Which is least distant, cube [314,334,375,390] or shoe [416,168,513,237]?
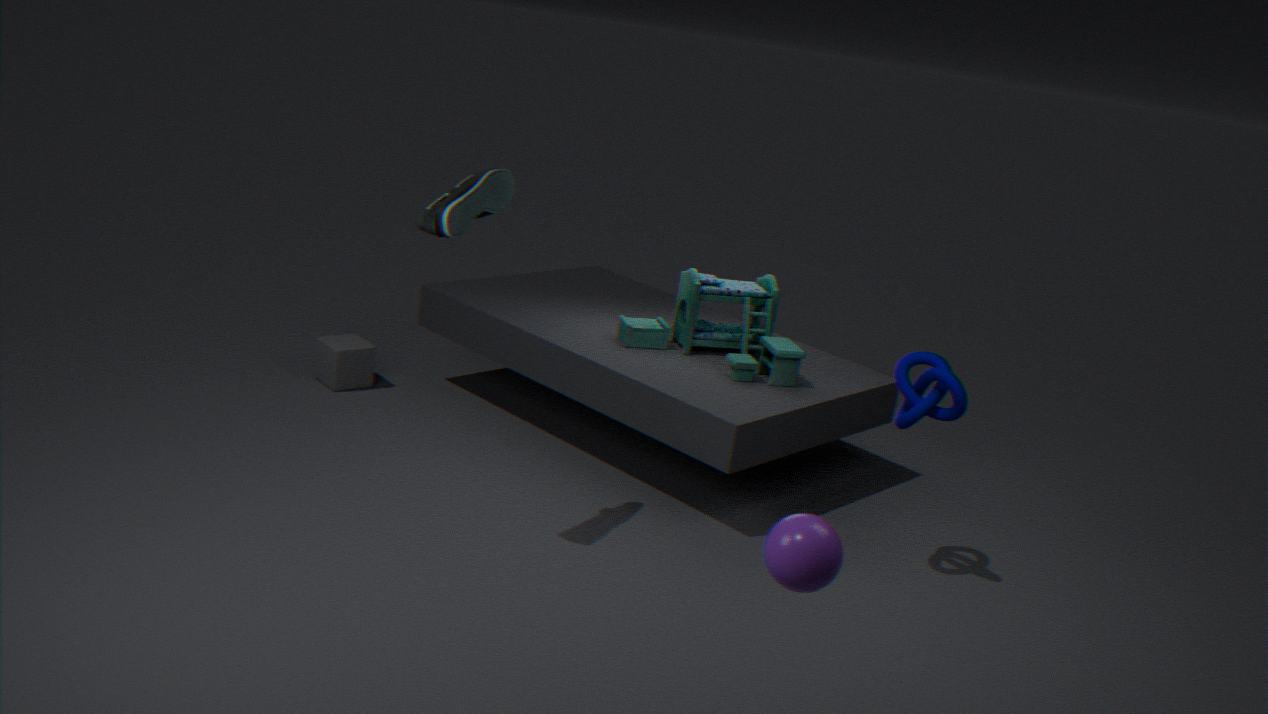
shoe [416,168,513,237]
